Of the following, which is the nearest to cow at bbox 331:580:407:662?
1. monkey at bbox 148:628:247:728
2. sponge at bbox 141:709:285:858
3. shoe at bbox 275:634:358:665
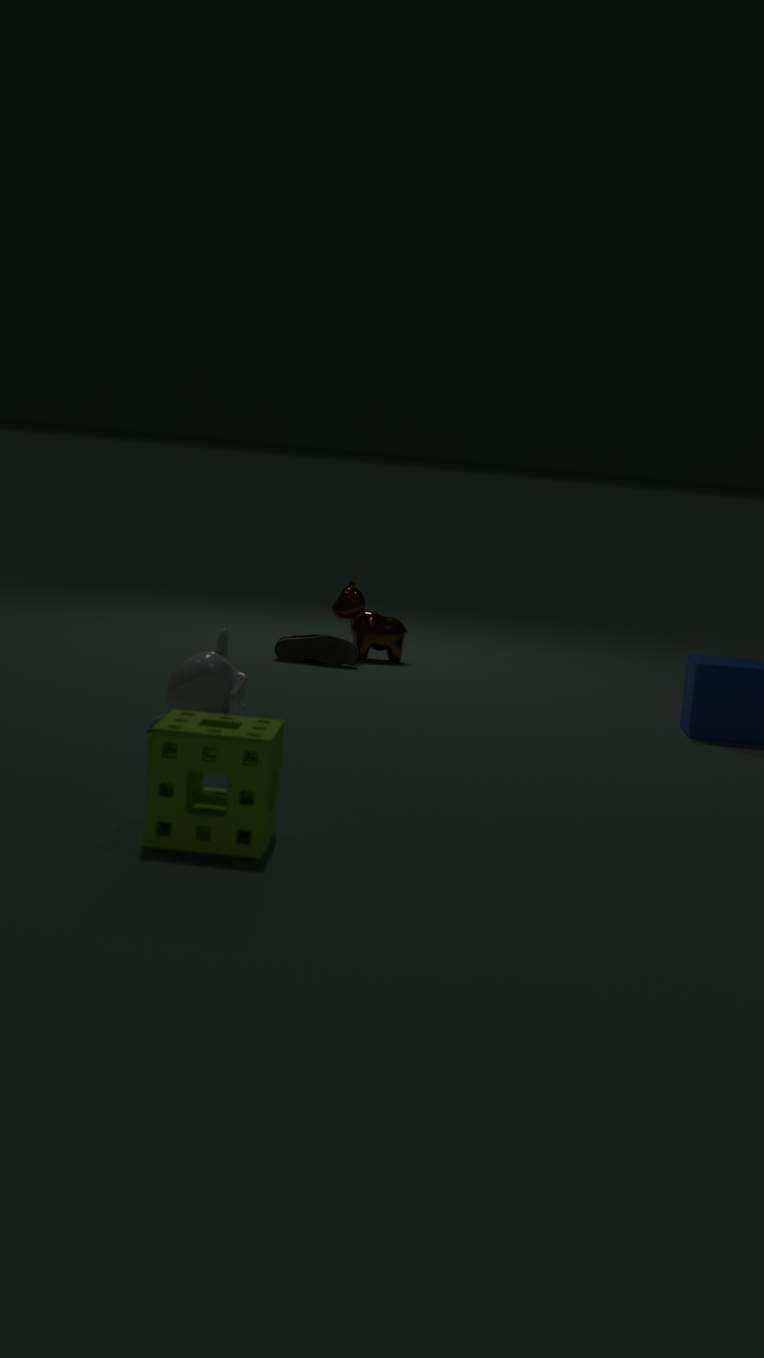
shoe at bbox 275:634:358:665
